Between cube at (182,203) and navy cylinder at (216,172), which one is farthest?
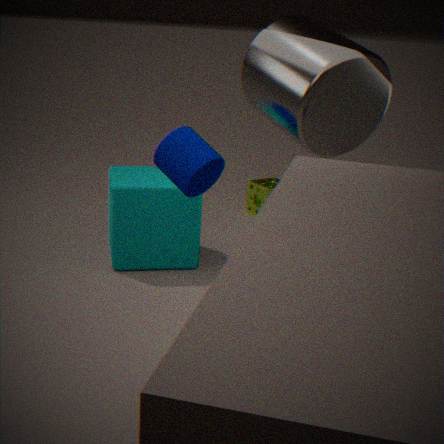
cube at (182,203)
